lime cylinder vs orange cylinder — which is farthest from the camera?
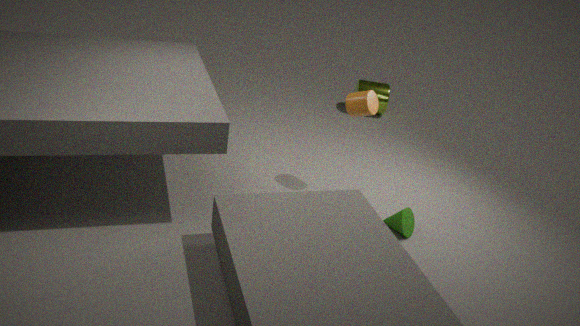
lime cylinder
